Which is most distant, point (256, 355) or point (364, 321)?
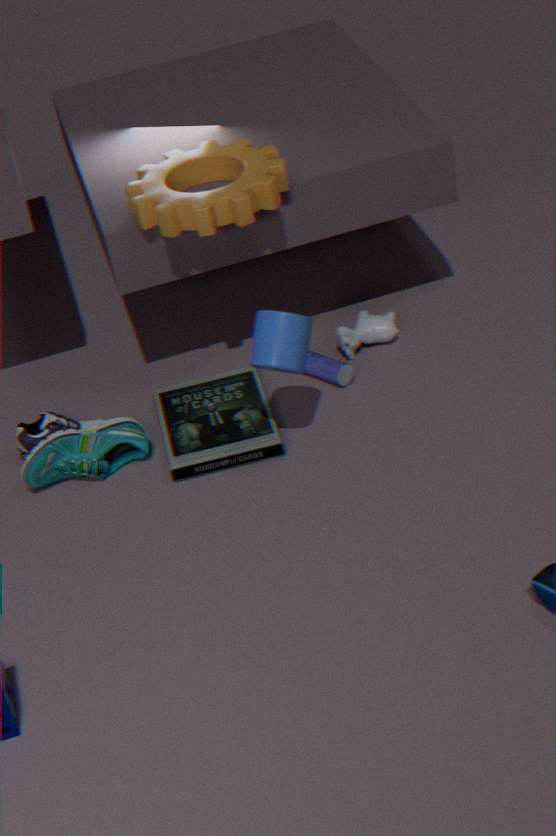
point (364, 321)
